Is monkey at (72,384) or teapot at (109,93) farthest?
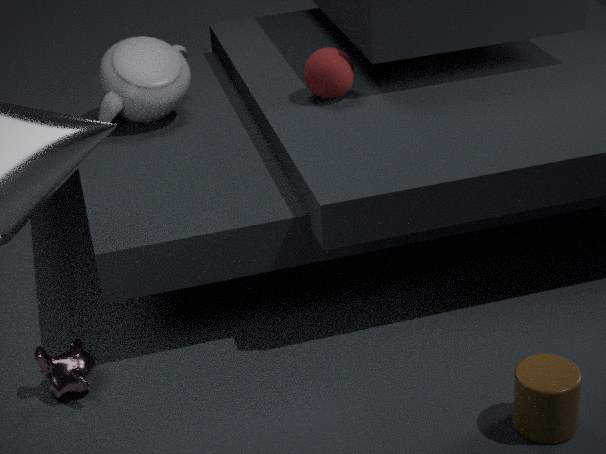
teapot at (109,93)
